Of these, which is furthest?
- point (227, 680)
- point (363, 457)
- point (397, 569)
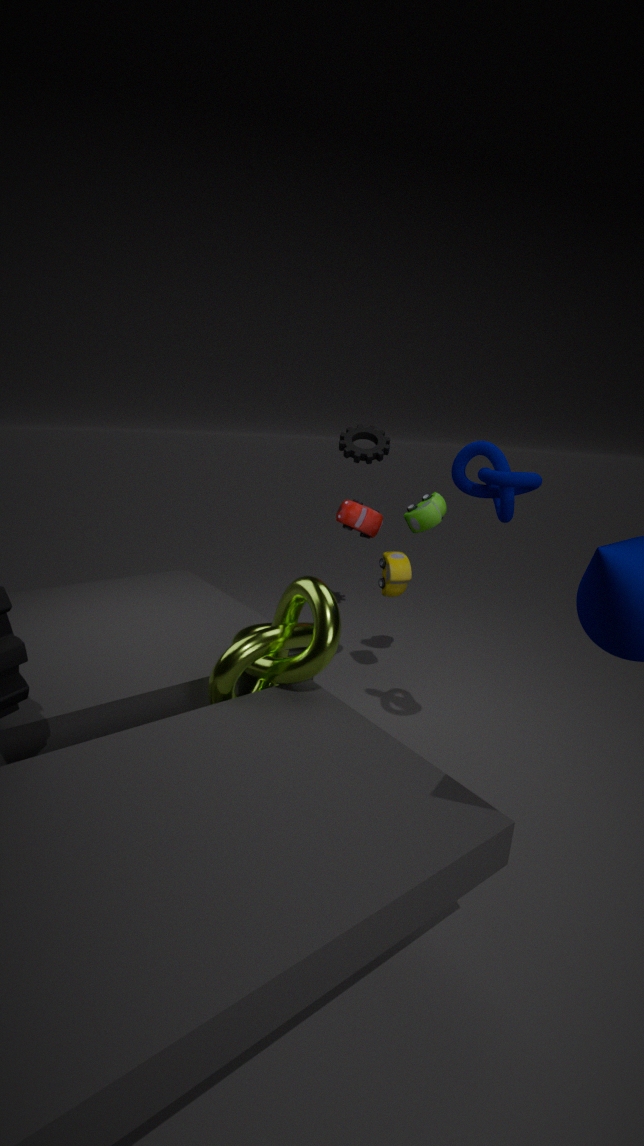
point (363, 457)
